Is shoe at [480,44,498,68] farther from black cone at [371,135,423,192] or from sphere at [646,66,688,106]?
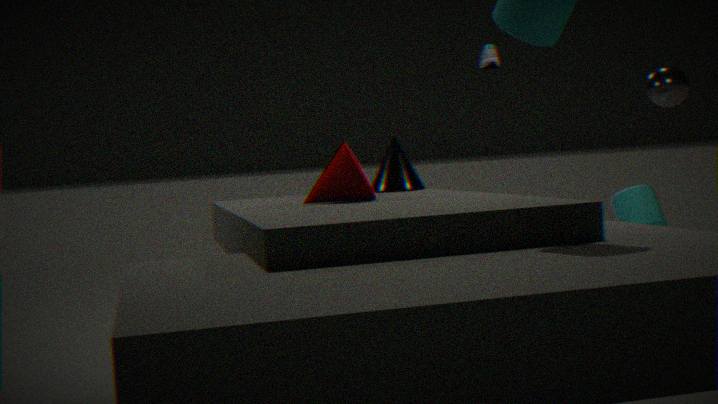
sphere at [646,66,688,106]
